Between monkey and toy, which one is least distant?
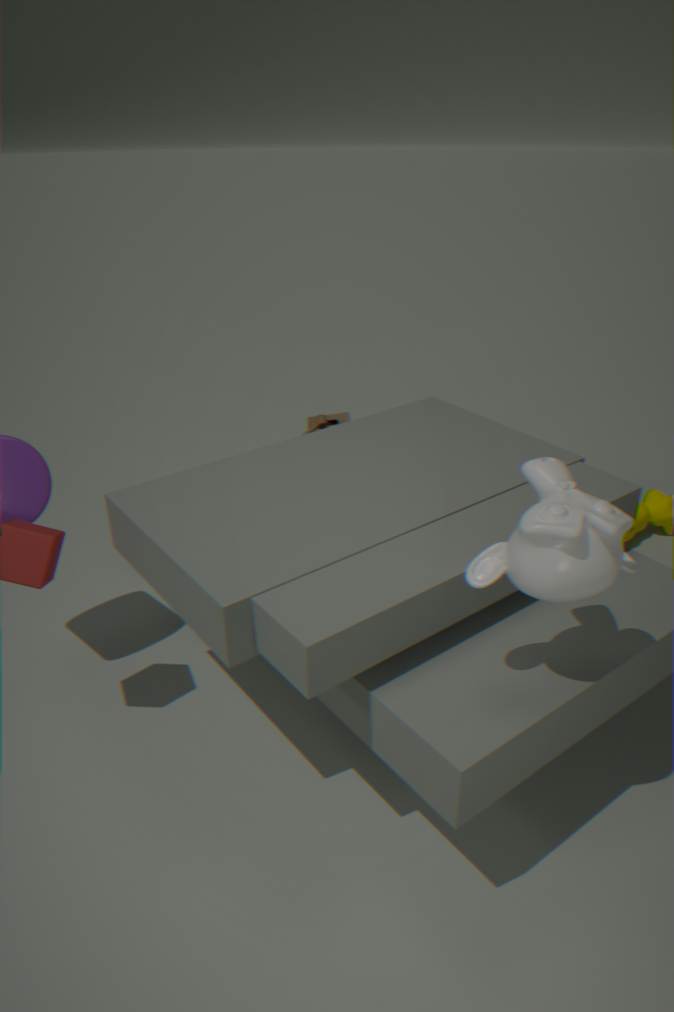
monkey
